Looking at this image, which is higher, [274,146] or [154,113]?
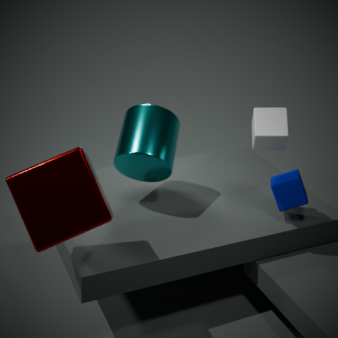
[274,146]
